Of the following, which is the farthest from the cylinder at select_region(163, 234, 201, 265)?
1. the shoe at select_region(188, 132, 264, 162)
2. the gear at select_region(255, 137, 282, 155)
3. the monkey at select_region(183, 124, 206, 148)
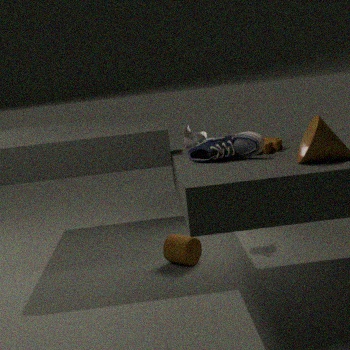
the shoe at select_region(188, 132, 264, 162)
